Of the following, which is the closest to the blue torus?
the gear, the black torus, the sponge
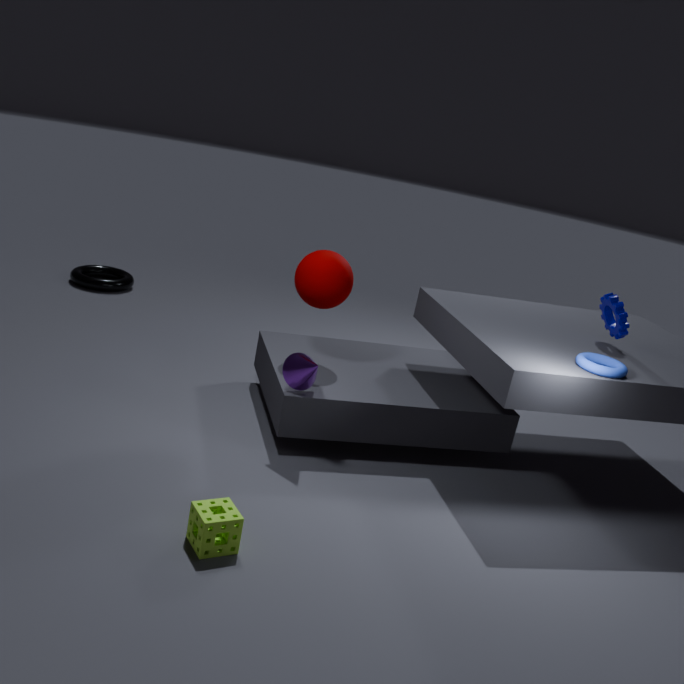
the gear
